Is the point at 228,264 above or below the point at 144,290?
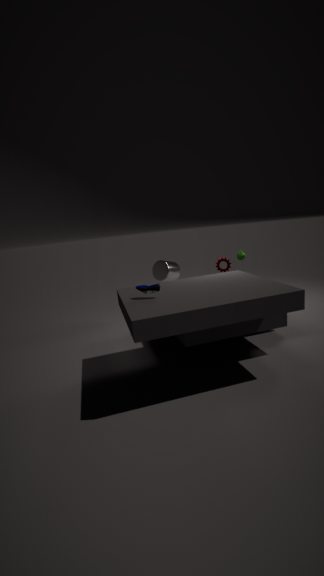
below
